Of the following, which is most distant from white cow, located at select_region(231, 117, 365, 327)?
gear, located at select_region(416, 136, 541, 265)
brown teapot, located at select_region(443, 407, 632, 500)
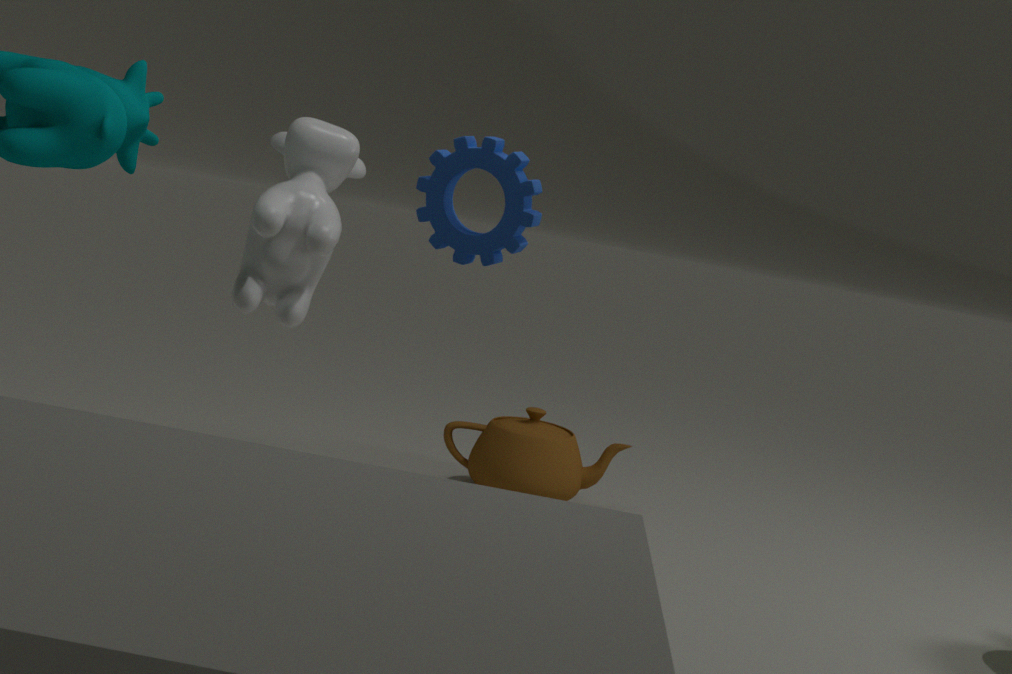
brown teapot, located at select_region(443, 407, 632, 500)
